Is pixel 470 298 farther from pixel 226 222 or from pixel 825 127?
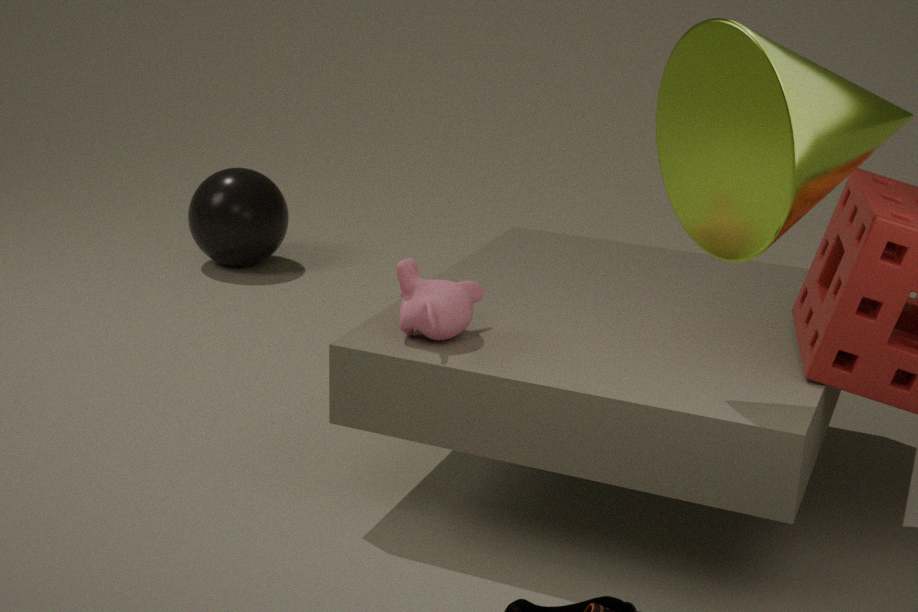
pixel 226 222
